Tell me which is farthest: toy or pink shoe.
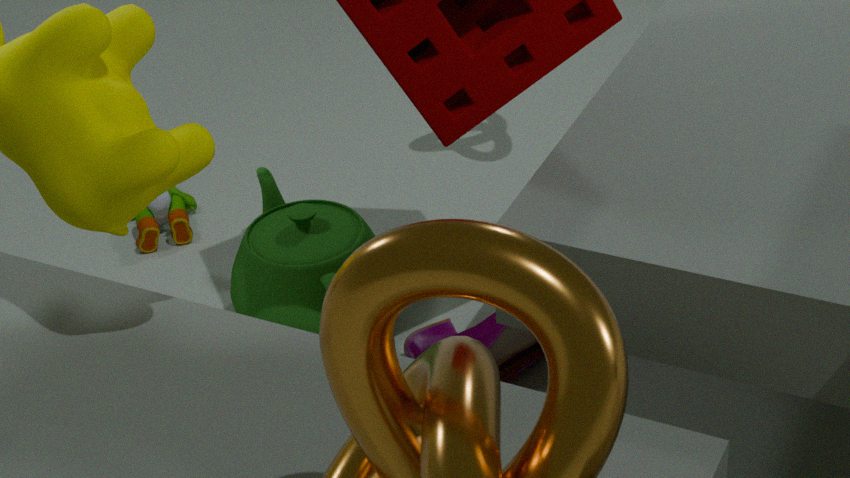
toy
